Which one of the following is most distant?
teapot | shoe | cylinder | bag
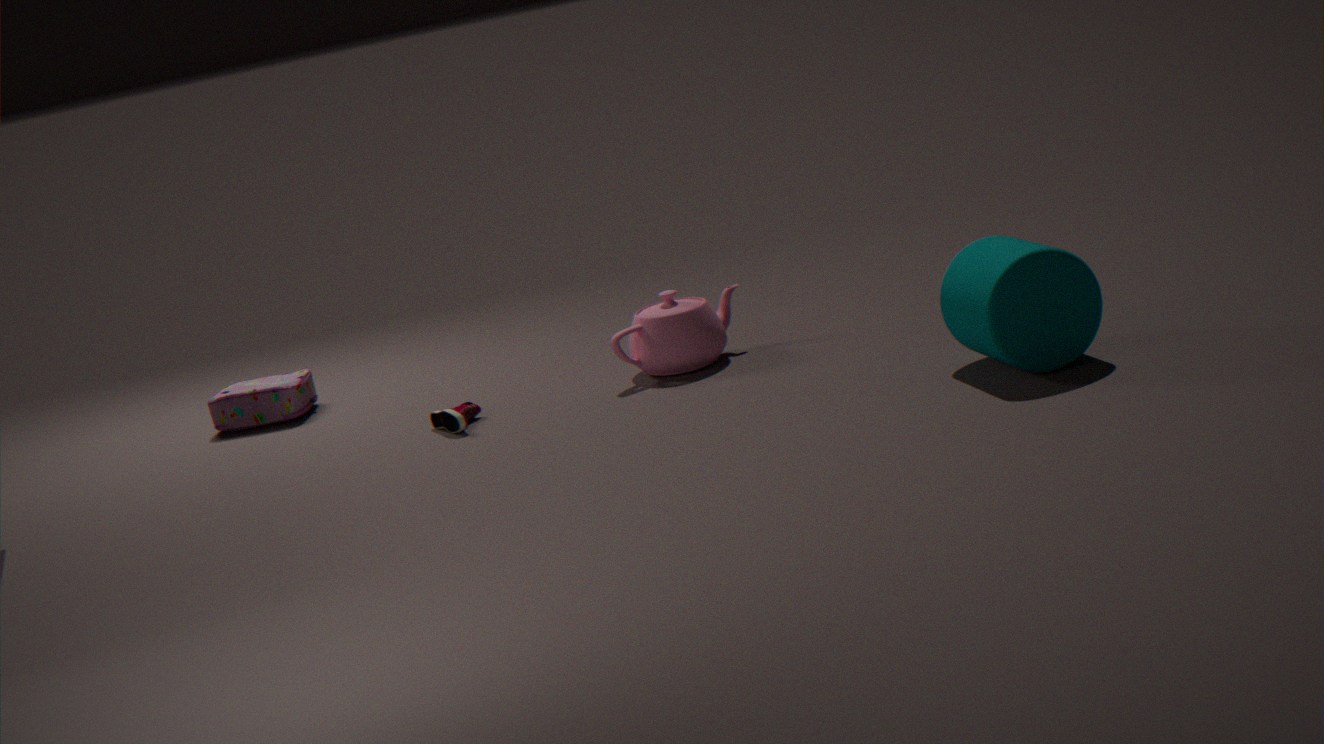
bag
